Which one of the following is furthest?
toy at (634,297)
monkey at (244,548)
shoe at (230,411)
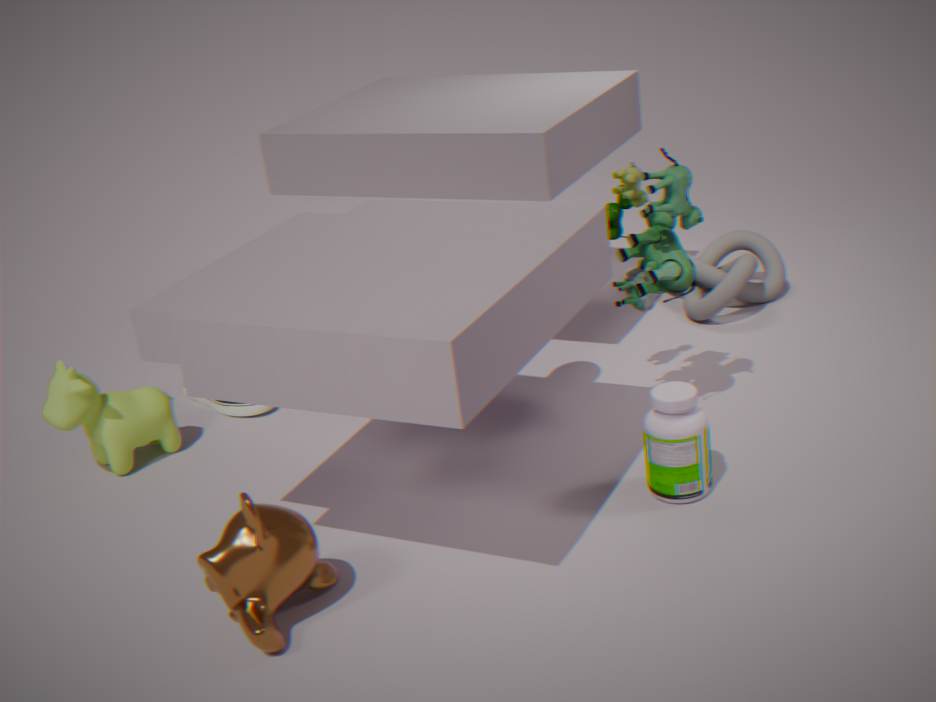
shoe at (230,411)
